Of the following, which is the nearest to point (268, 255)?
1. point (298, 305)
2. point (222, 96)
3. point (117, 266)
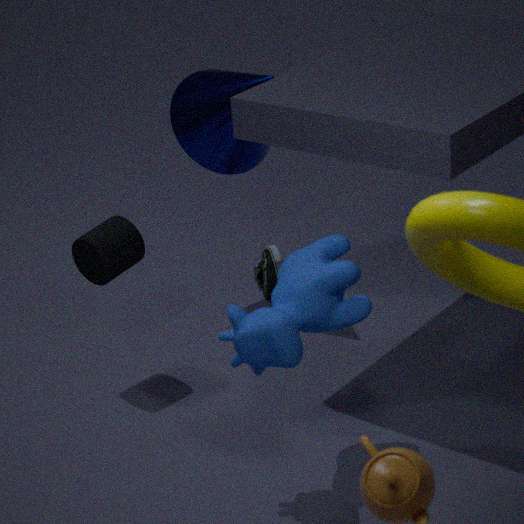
point (222, 96)
